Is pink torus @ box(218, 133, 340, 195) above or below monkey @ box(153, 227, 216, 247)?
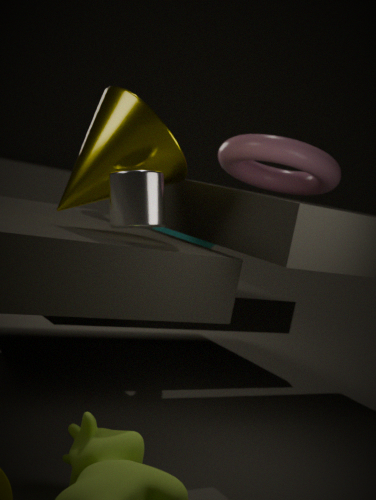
above
